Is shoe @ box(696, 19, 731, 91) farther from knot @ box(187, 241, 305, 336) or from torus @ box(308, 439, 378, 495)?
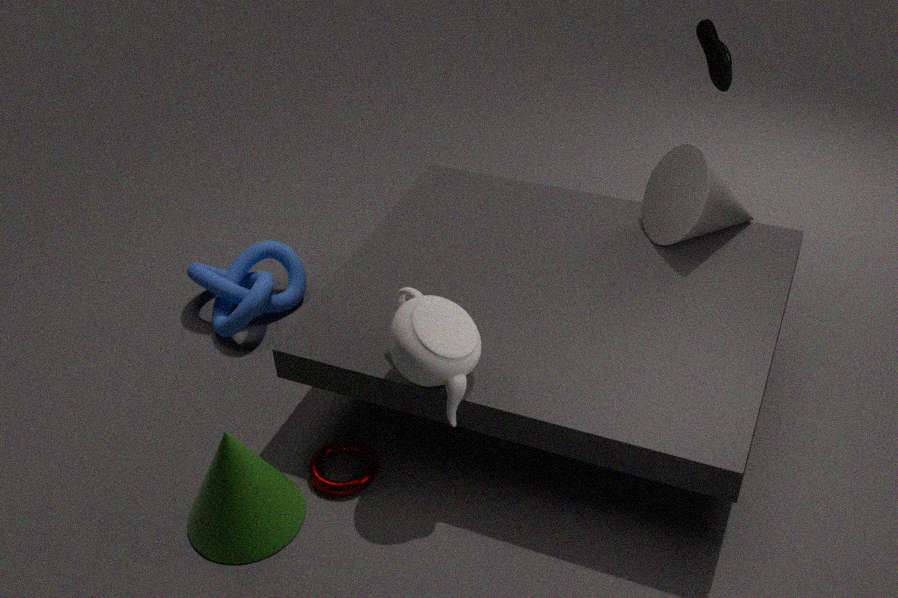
torus @ box(308, 439, 378, 495)
